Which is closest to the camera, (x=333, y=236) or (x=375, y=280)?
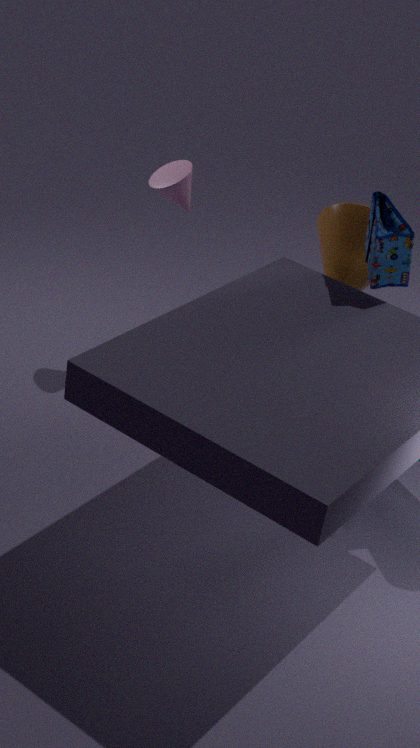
(x=375, y=280)
